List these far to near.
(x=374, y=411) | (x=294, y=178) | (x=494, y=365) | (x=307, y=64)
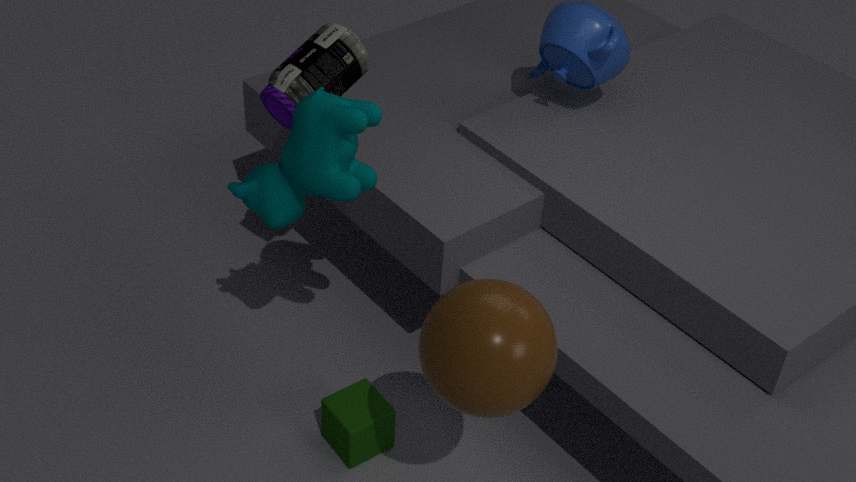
1. (x=374, y=411)
2. (x=307, y=64)
3. (x=294, y=178)
4. (x=494, y=365)
